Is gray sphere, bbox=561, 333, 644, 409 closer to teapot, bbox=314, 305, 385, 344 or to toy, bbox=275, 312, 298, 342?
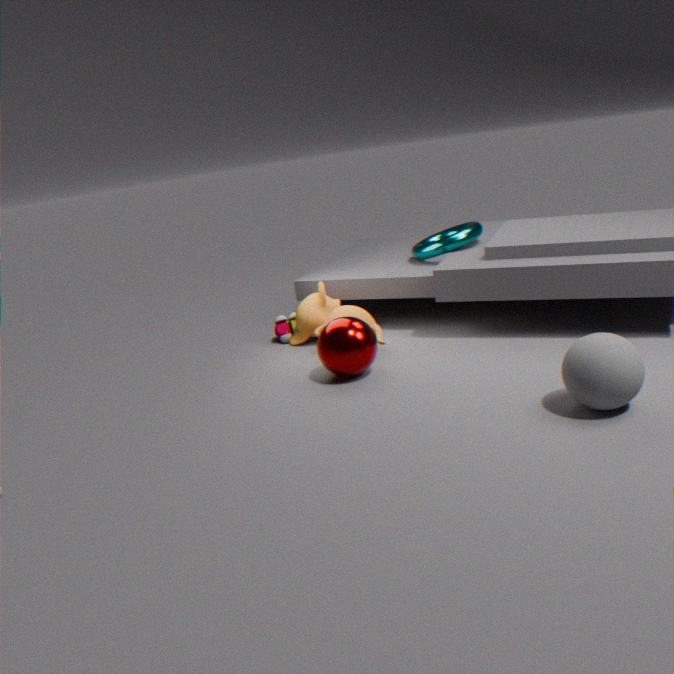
teapot, bbox=314, 305, 385, 344
